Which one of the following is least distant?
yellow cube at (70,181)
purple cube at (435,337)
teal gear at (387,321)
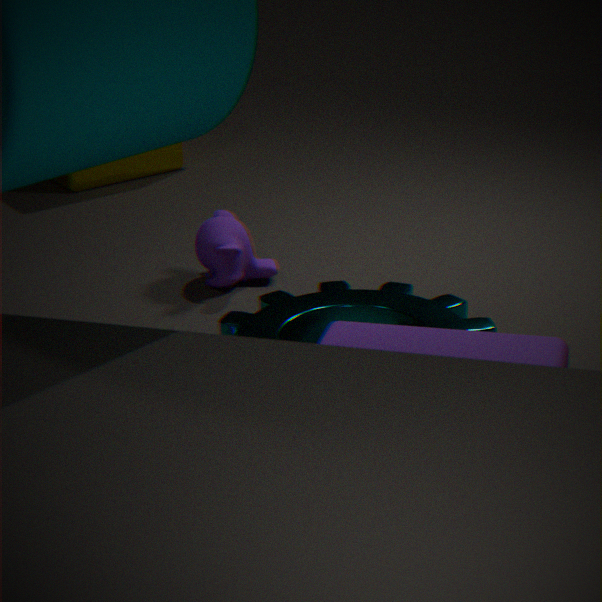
purple cube at (435,337)
